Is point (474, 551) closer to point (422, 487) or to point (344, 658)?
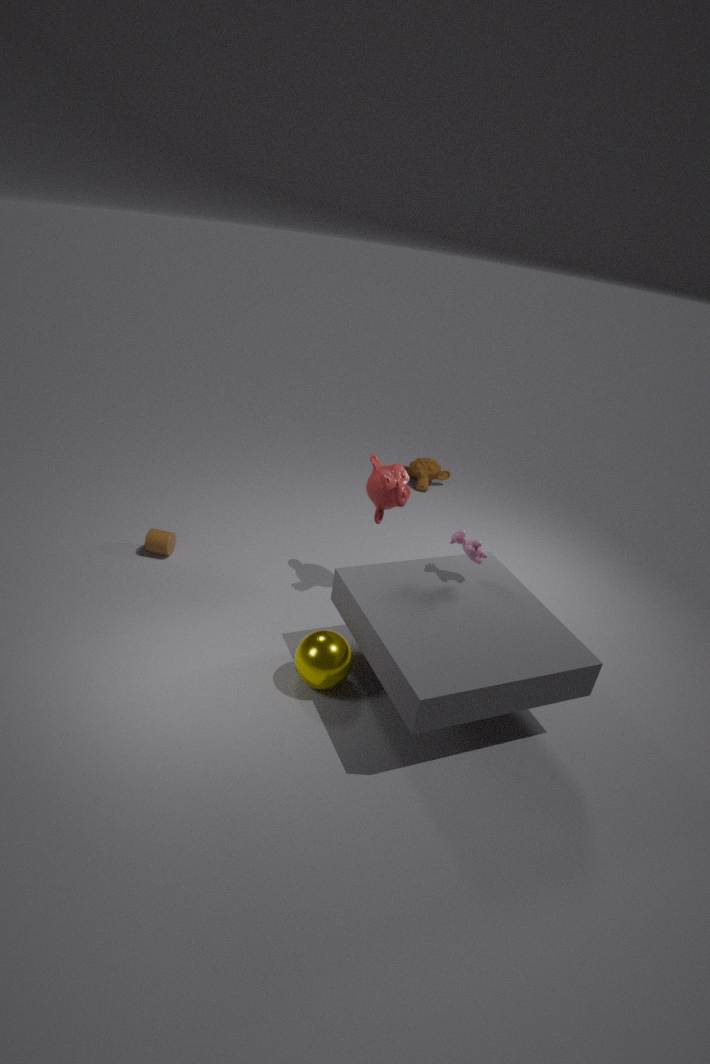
point (344, 658)
